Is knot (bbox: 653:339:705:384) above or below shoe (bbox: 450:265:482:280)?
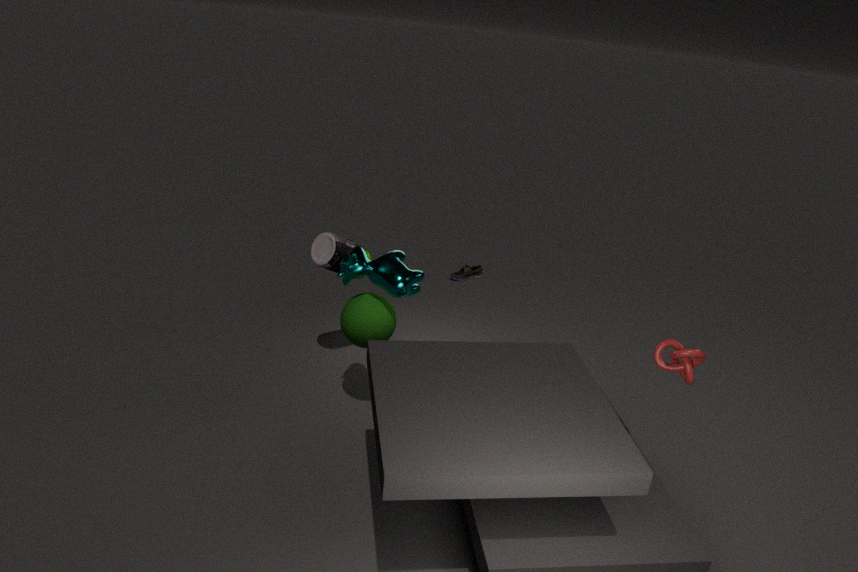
above
